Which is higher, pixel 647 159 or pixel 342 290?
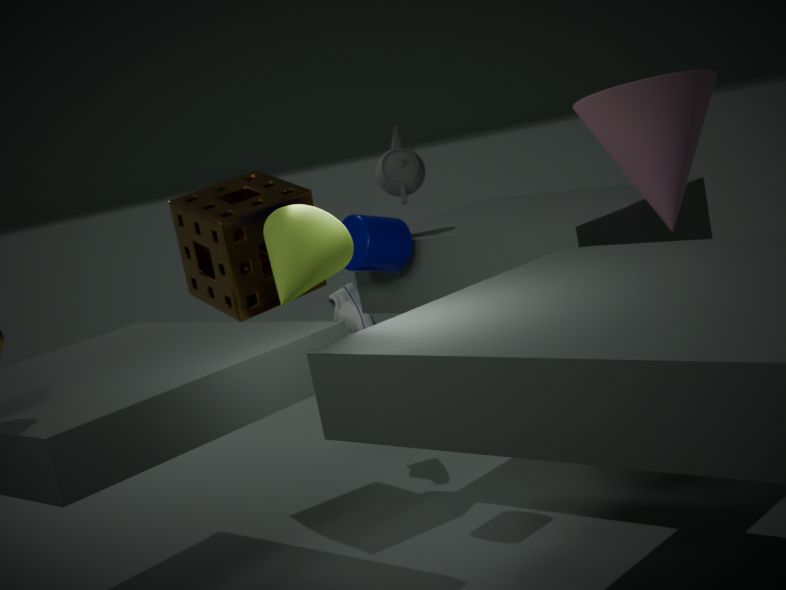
pixel 647 159
